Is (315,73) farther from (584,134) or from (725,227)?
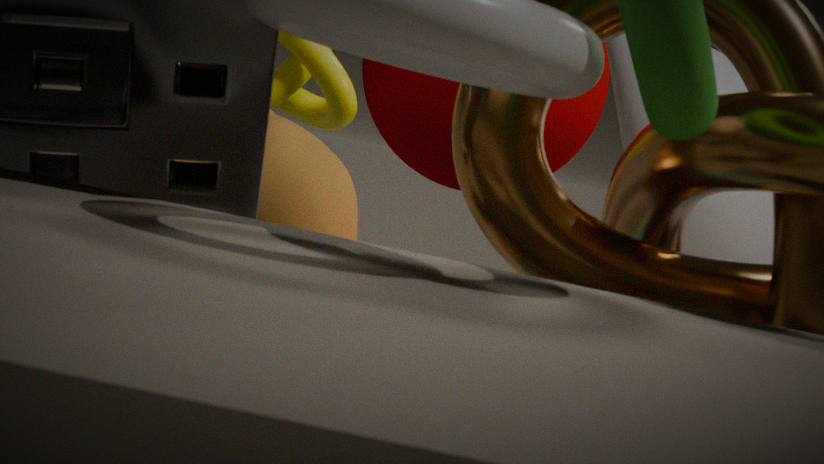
(725,227)
